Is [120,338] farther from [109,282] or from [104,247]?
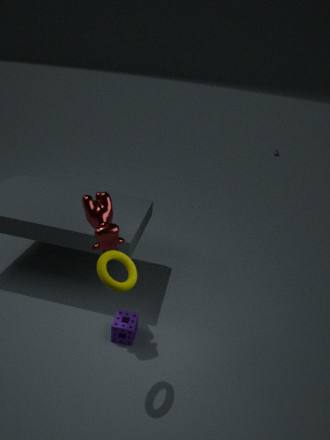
[104,247]
